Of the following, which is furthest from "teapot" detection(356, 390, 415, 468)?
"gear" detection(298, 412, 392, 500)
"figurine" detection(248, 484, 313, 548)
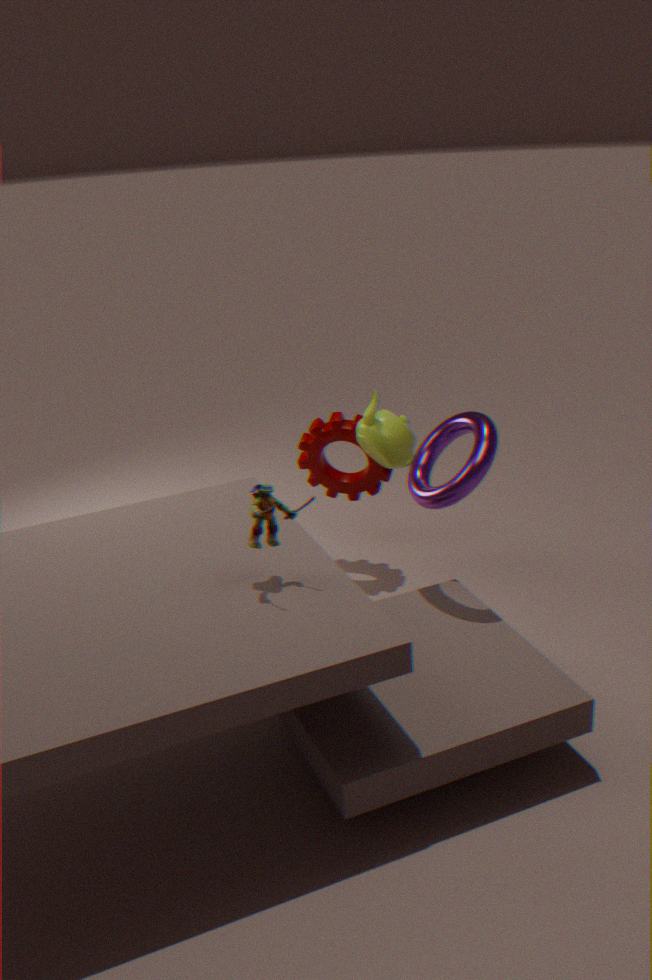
"figurine" detection(248, 484, 313, 548)
